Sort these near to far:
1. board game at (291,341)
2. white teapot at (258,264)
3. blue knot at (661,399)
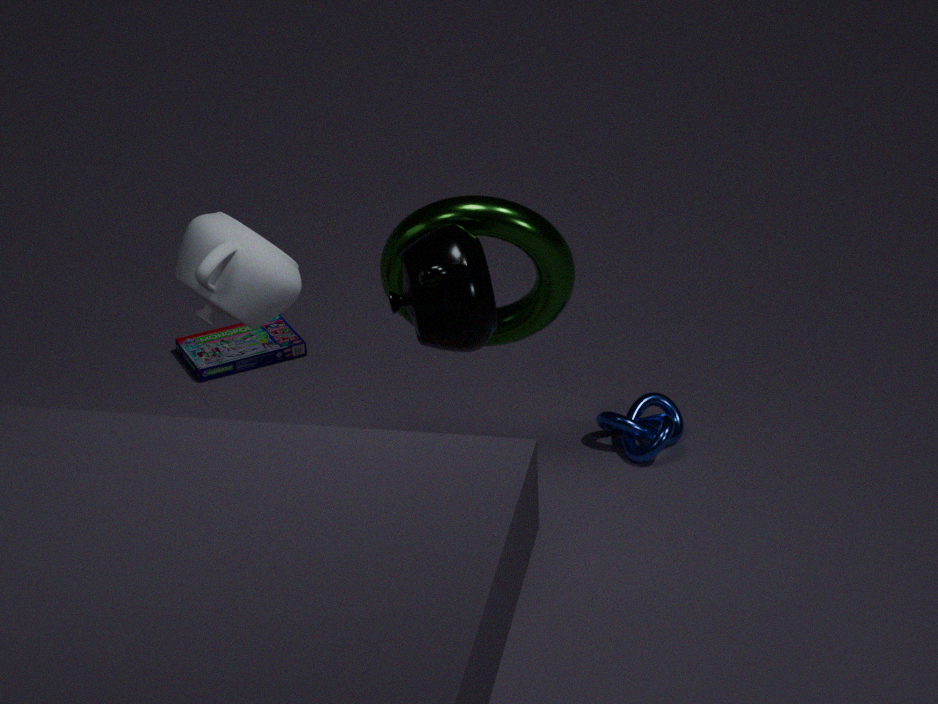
white teapot at (258,264)
blue knot at (661,399)
board game at (291,341)
